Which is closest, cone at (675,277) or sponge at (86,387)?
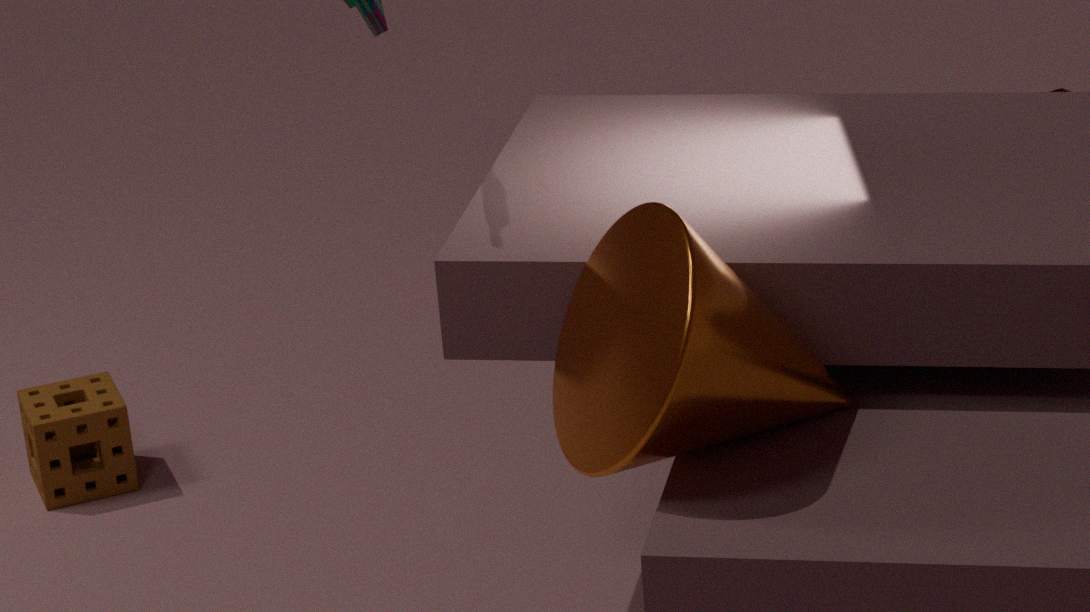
cone at (675,277)
